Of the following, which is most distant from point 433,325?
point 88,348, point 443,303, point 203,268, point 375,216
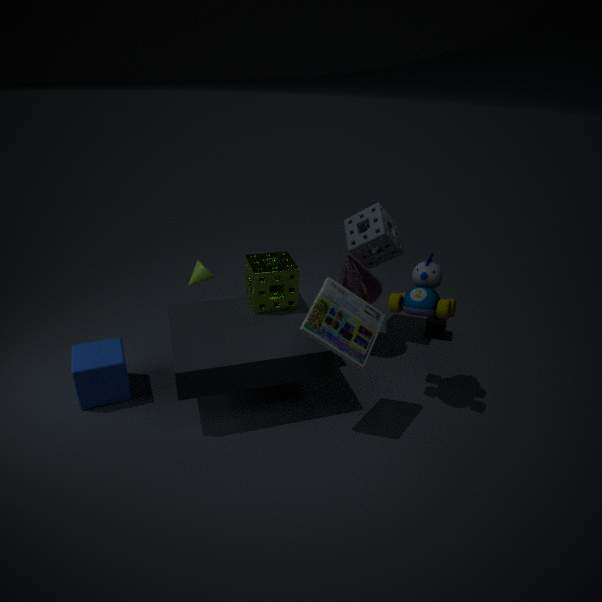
point 88,348
